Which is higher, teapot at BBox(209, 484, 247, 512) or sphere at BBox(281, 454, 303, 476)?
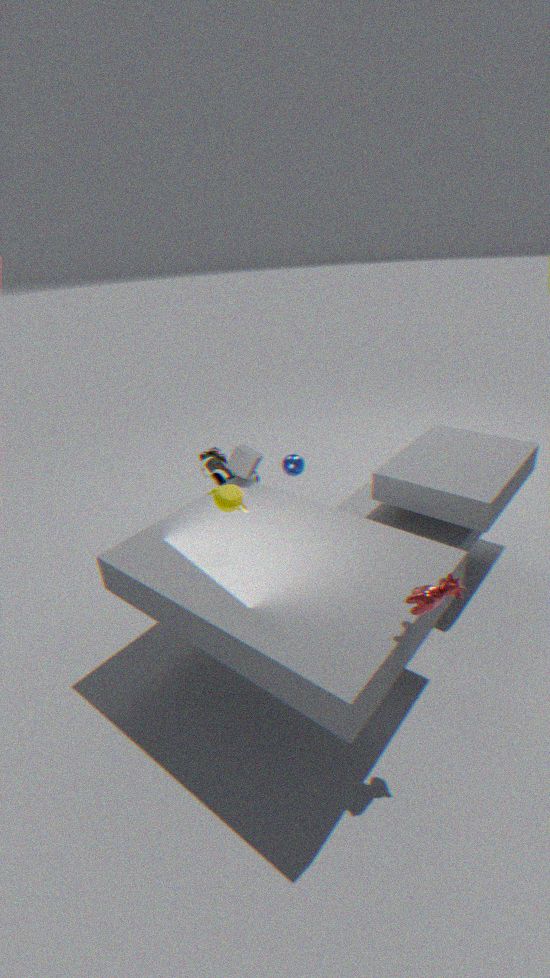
teapot at BBox(209, 484, 247, 512)
